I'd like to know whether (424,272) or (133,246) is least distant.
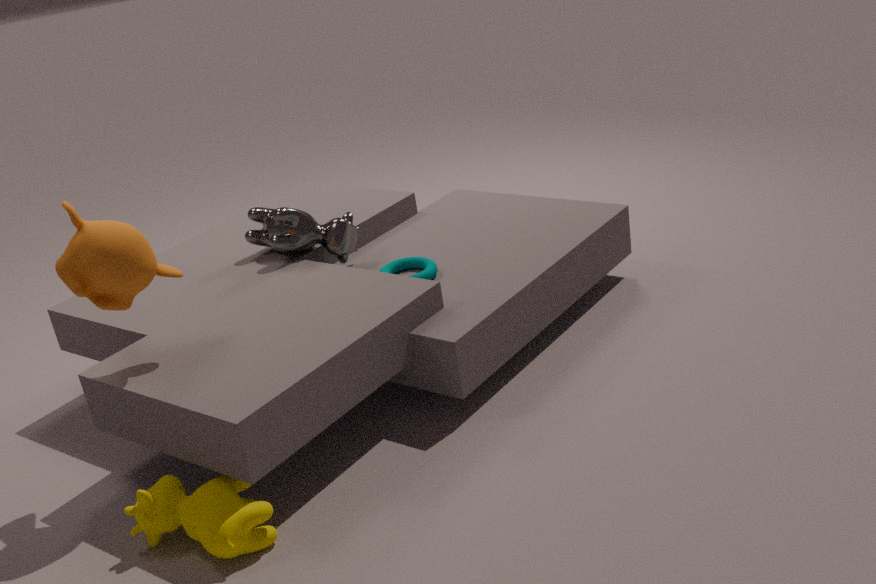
(133,246)
